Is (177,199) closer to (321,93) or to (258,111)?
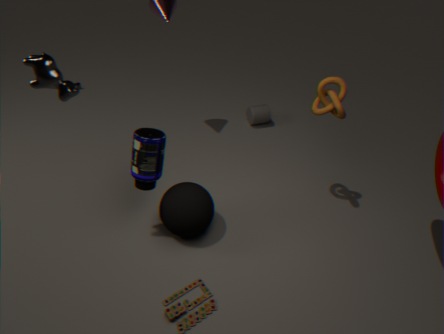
(321,93)
